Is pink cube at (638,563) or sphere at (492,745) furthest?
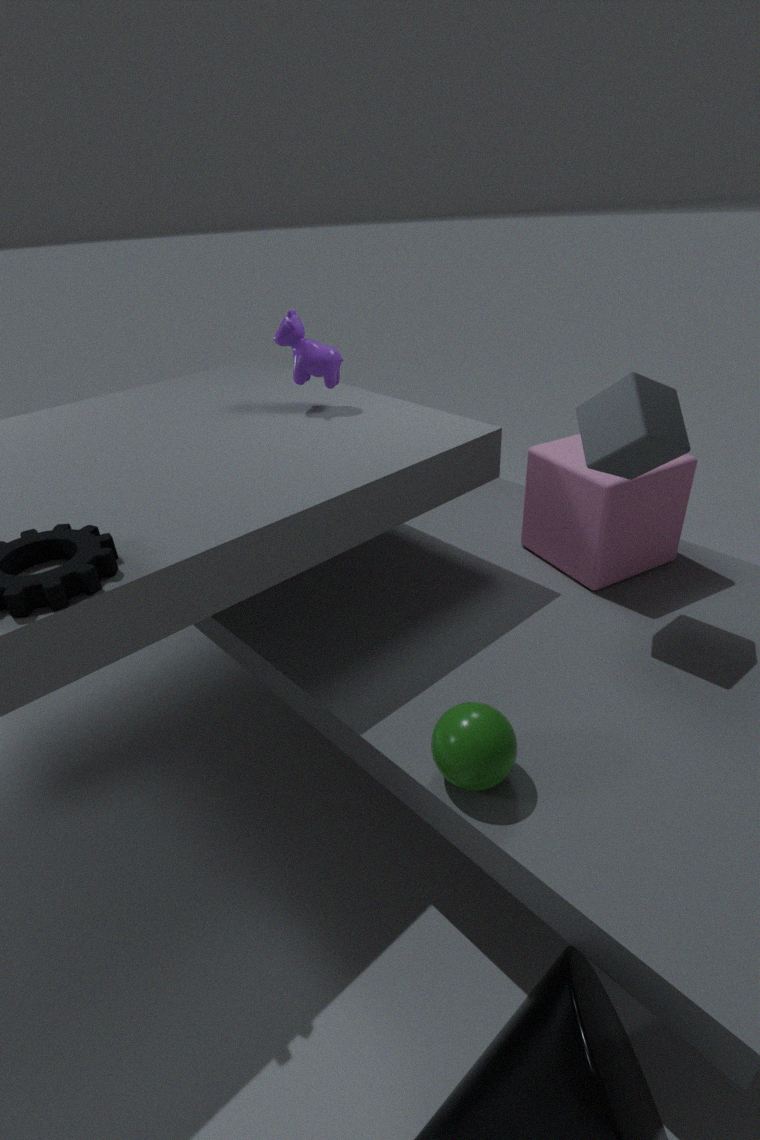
pink cube at (638,563)
